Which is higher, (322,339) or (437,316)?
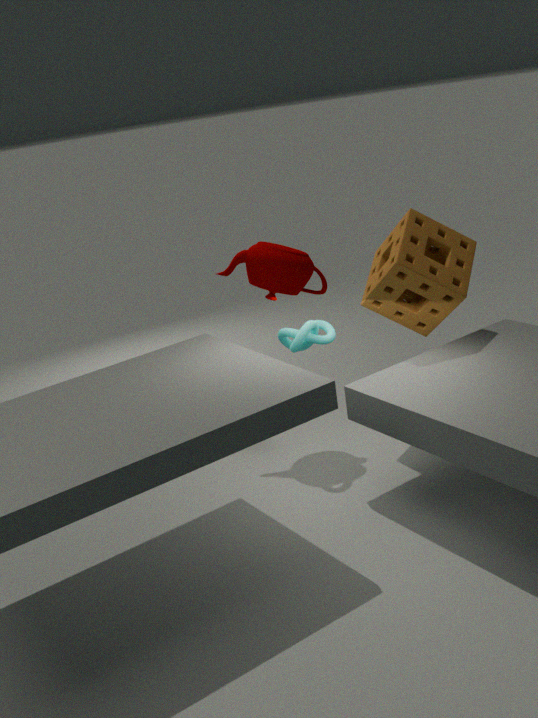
(437,316)
